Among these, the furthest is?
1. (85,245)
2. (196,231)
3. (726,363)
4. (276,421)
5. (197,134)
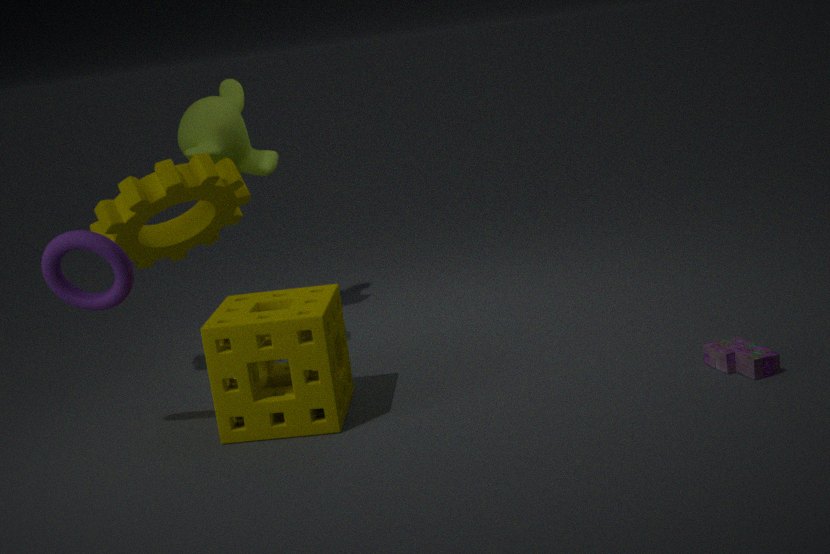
(197,134)
